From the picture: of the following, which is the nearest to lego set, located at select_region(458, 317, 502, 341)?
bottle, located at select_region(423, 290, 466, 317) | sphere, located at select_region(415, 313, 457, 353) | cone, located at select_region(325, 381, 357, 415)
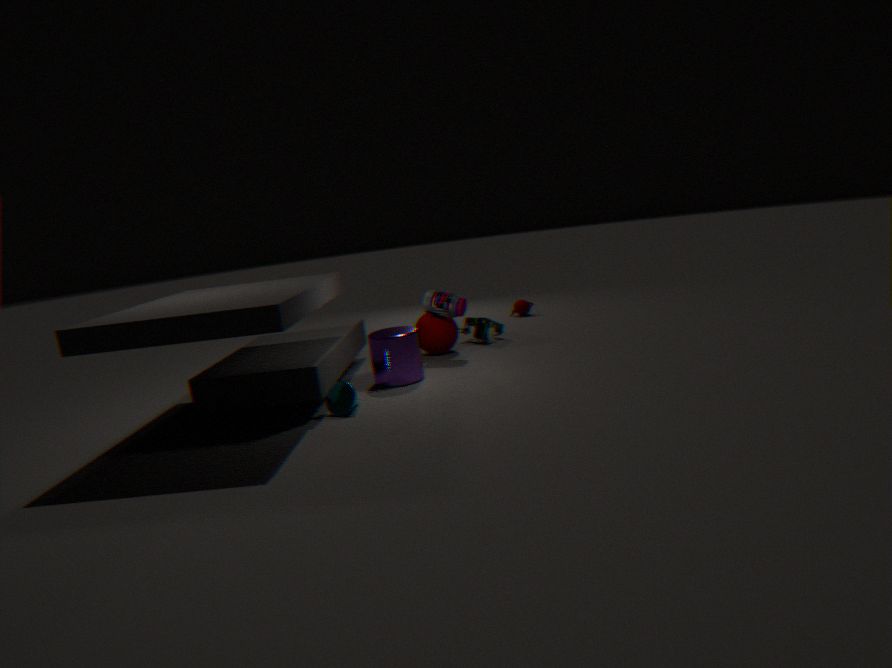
sphere, located at select_region(415, 313, 457, 353)
